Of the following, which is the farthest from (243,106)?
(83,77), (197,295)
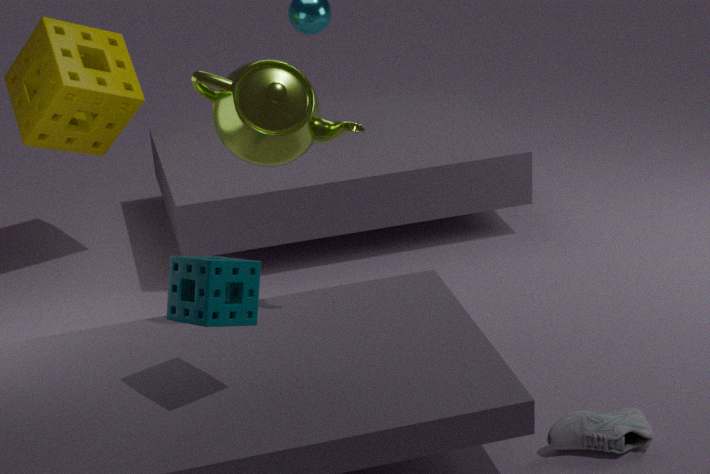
(83,77)
